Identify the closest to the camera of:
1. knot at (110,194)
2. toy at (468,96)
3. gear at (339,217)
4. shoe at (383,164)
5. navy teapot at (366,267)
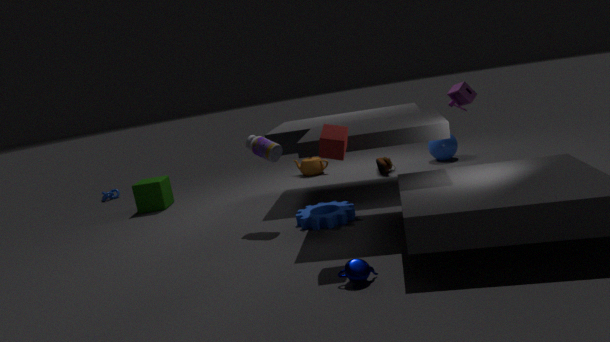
navy teapot at (366,267)
